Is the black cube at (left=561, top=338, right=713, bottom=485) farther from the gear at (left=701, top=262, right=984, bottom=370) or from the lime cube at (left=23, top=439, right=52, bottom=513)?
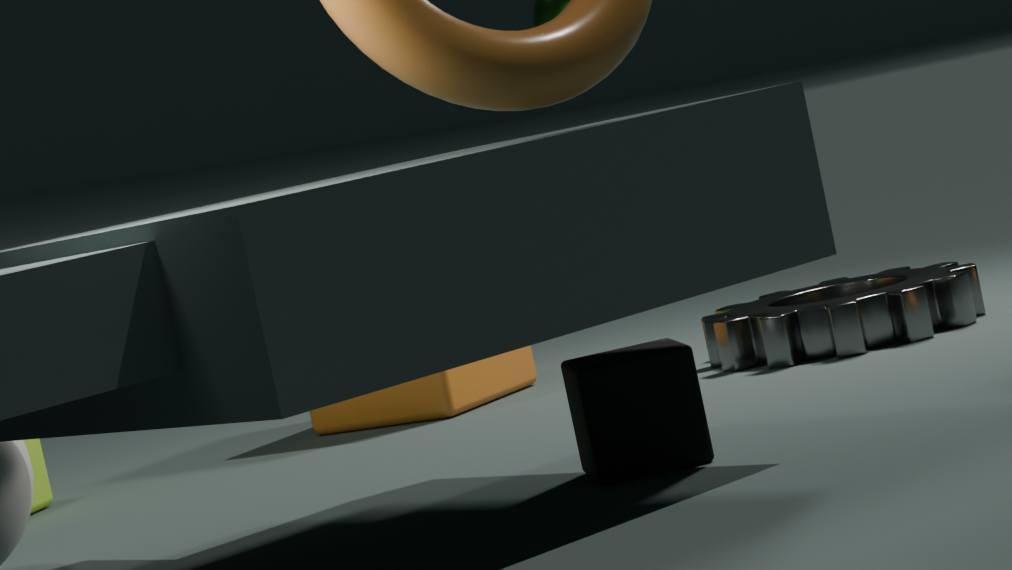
the lime cube at (left=23, top=439, right=52, bottom=513)
